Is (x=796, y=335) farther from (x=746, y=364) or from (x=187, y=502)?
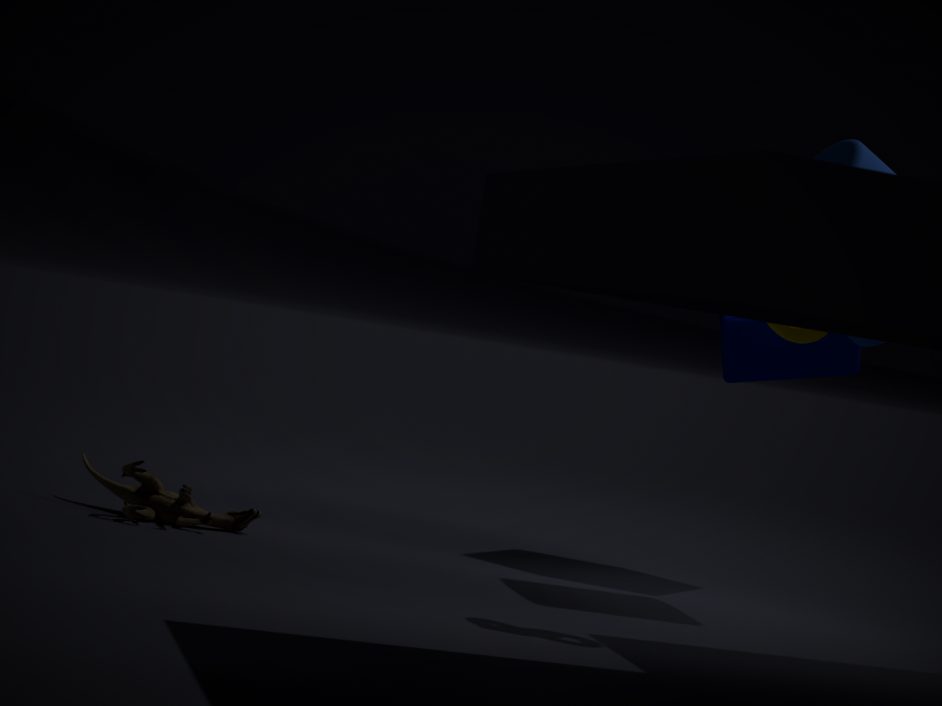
(x=187, y=502)
